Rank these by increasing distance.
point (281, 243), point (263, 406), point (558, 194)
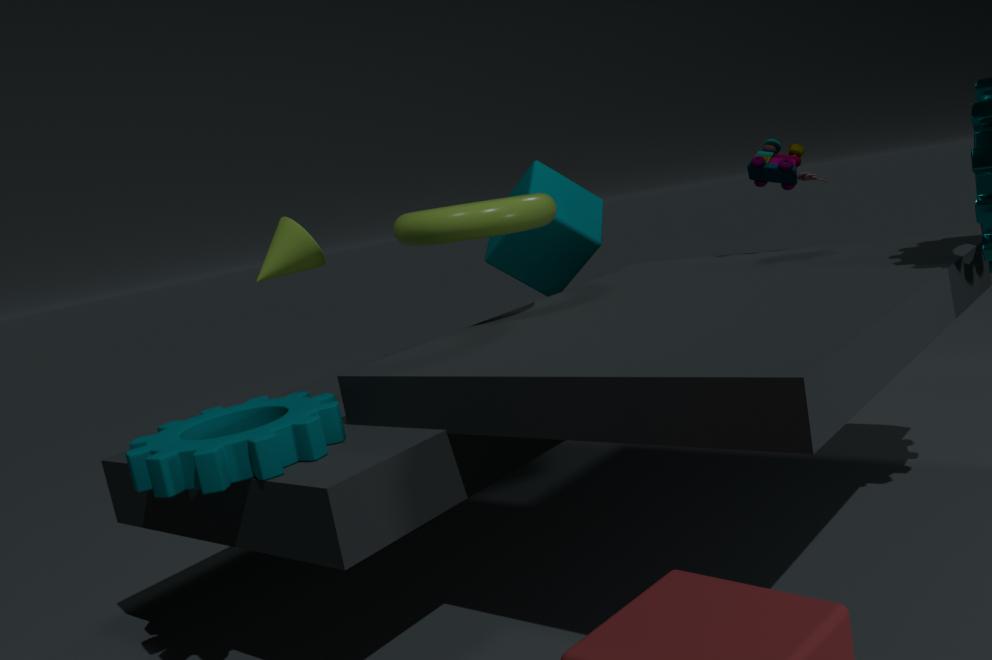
point (263, 406) → point (281, 243) → point (558, 194)
